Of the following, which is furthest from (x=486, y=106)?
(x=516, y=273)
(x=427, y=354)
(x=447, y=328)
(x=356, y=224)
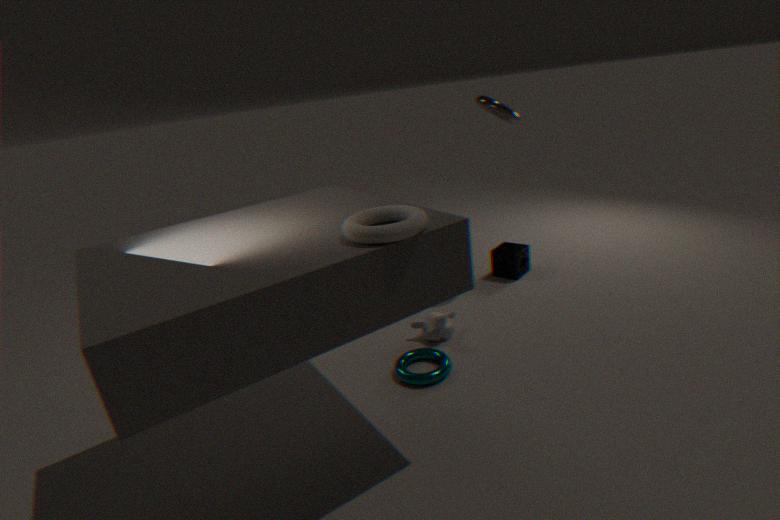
(x=356, y=224)
